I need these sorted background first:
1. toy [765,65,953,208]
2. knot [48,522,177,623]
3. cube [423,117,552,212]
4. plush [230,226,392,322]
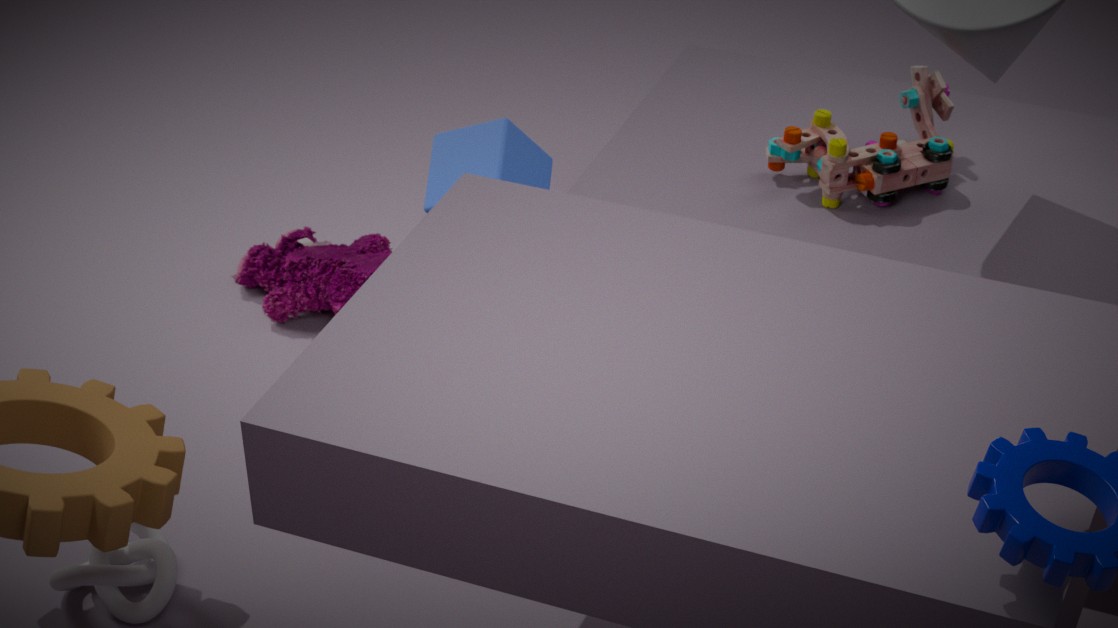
plush [230,226,392,322] → toy [765,65,953,208] → knot [48,522,177,623] → cube [423,117,552,212]
